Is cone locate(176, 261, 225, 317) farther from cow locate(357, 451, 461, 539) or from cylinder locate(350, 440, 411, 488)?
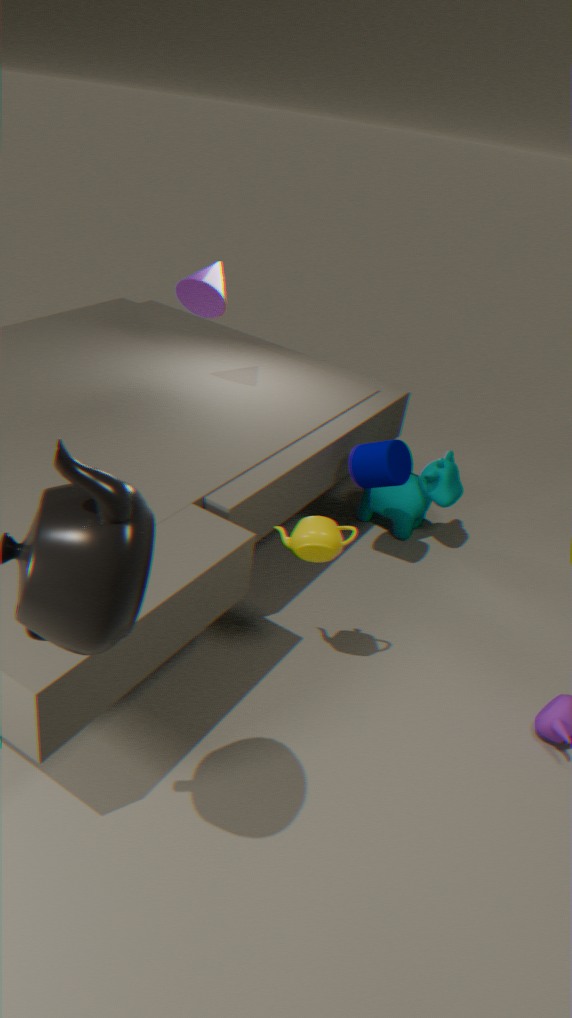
cow locate(357, 451, 461, 539)
